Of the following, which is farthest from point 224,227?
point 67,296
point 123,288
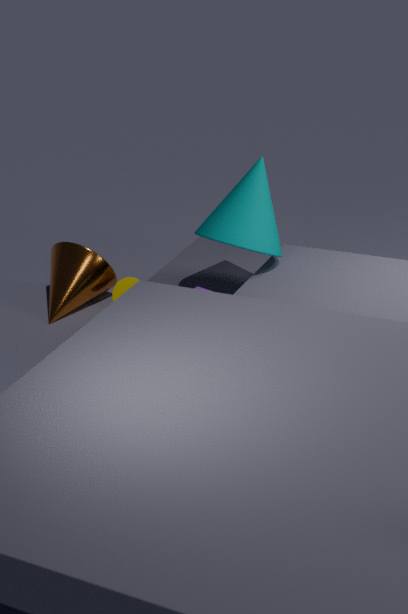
point 67,296
